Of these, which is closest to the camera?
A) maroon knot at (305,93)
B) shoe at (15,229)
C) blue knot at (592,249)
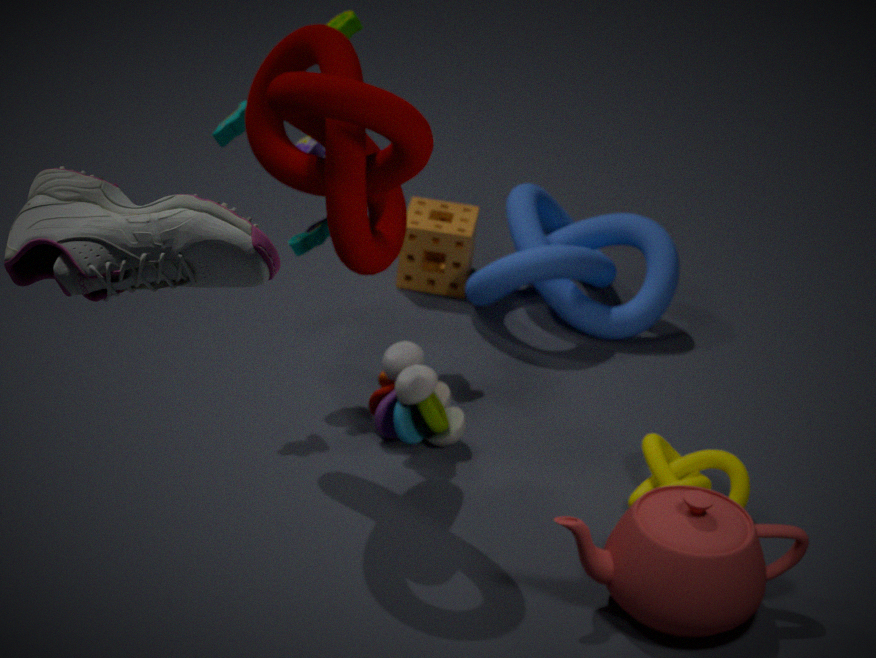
B. shoe at (15,229)
